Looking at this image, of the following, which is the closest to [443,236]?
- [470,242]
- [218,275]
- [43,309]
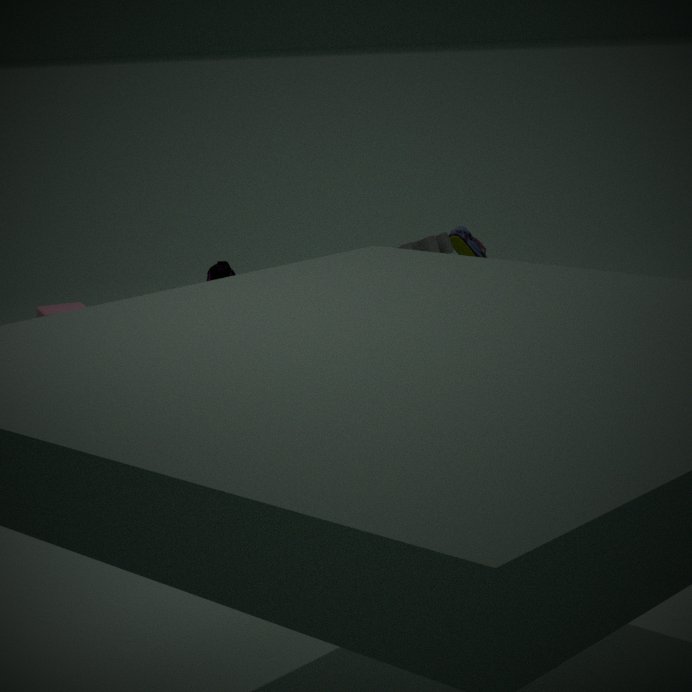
[470,242]
